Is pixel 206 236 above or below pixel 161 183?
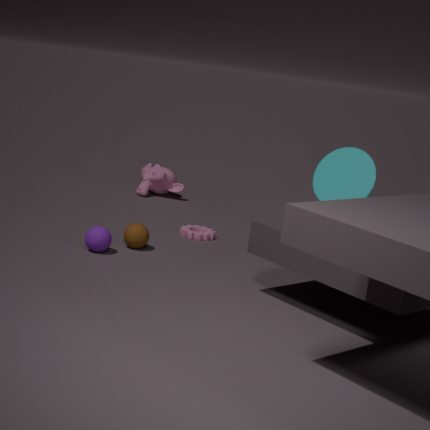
below
